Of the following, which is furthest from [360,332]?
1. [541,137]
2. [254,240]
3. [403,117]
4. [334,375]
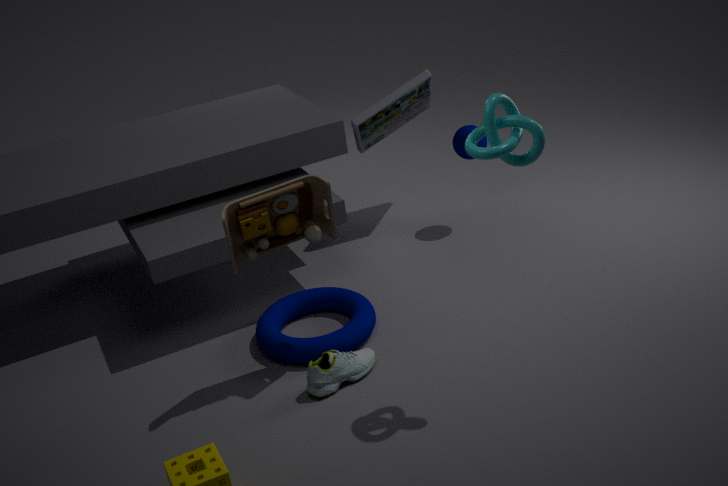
[403,117]
